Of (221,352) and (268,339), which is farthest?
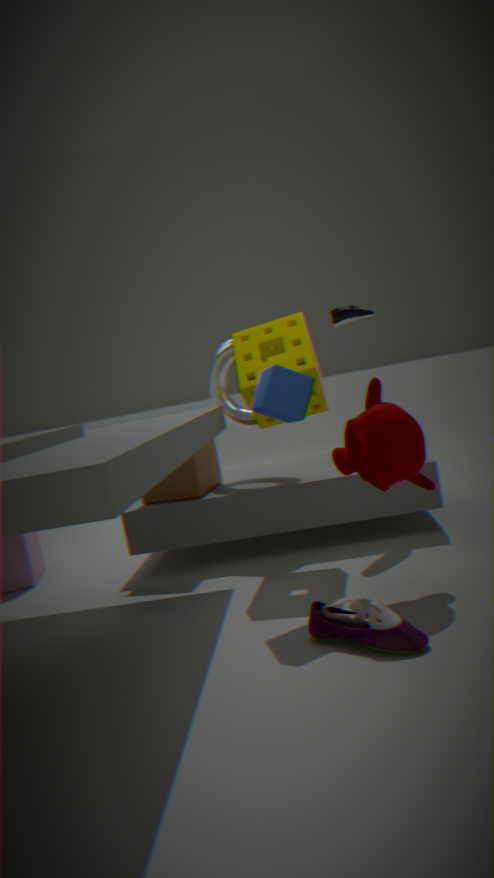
(221,352)
